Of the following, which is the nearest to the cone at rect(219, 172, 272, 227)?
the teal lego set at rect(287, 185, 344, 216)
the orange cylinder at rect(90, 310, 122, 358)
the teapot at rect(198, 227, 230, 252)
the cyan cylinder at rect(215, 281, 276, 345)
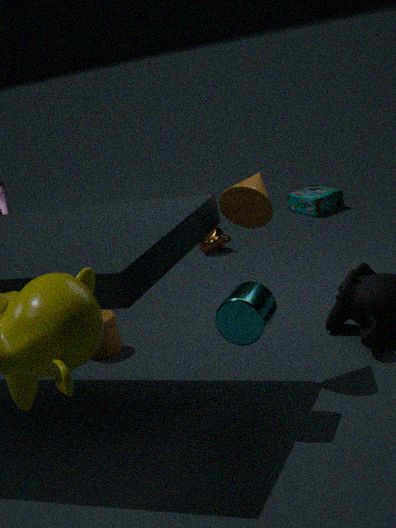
the cyan cylinder at rect(215, 281, 276, 345)
